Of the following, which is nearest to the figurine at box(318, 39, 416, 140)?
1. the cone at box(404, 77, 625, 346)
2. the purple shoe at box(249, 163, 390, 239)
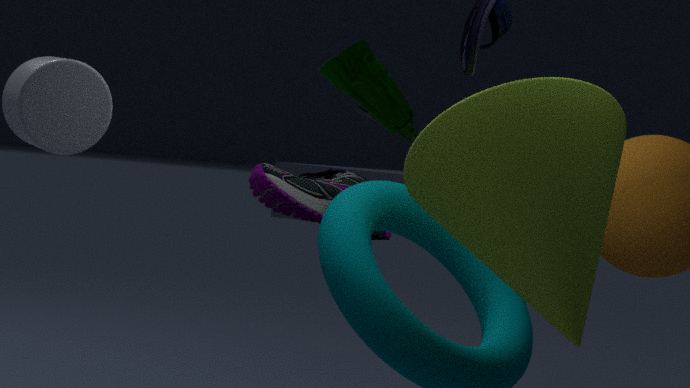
the purple shoe at box(249, 163, 390, 239)
